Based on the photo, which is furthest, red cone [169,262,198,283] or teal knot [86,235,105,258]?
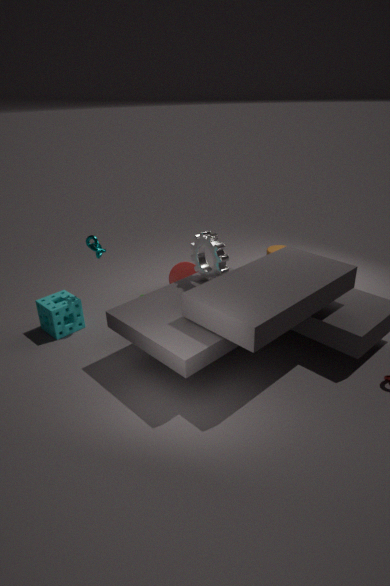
red cone [169,262,198,283]
